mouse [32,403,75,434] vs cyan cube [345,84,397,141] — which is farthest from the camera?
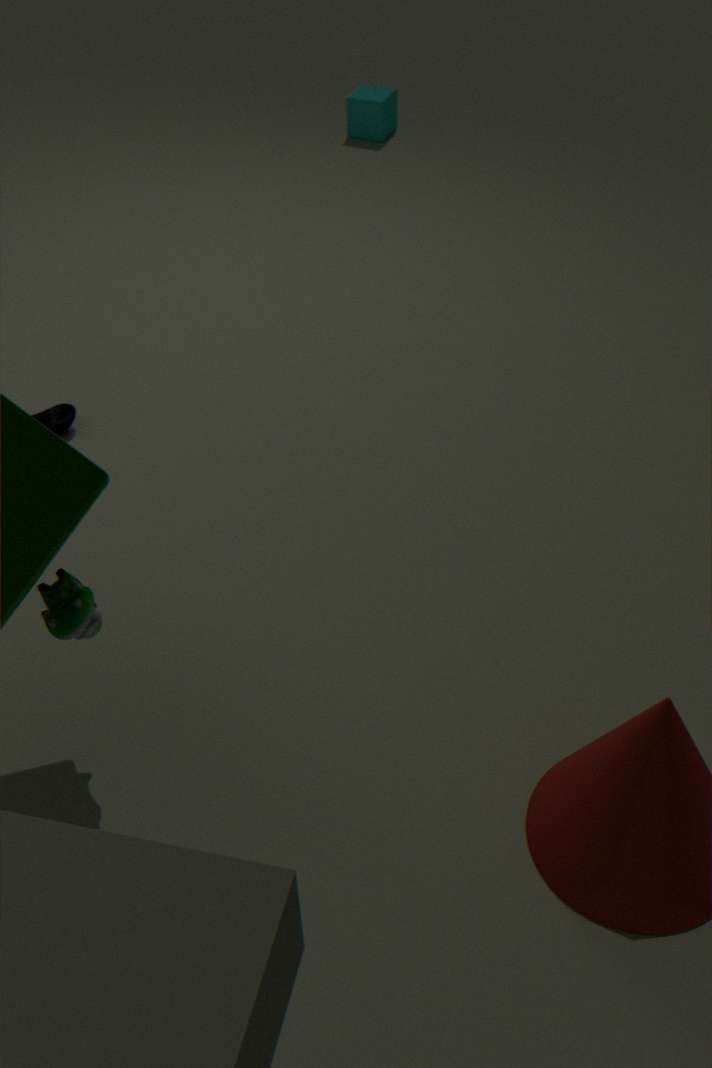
cyan cube [345,84,397,141]
